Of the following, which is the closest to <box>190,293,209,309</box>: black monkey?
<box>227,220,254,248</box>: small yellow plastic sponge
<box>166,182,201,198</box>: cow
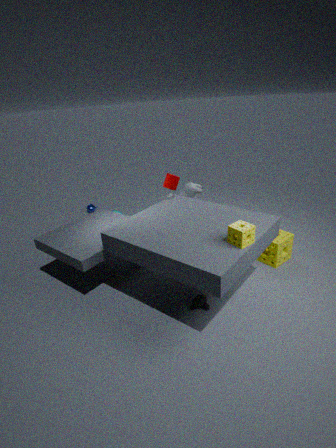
<box>227,220,254,248</box>: small yellow plastic sponge
